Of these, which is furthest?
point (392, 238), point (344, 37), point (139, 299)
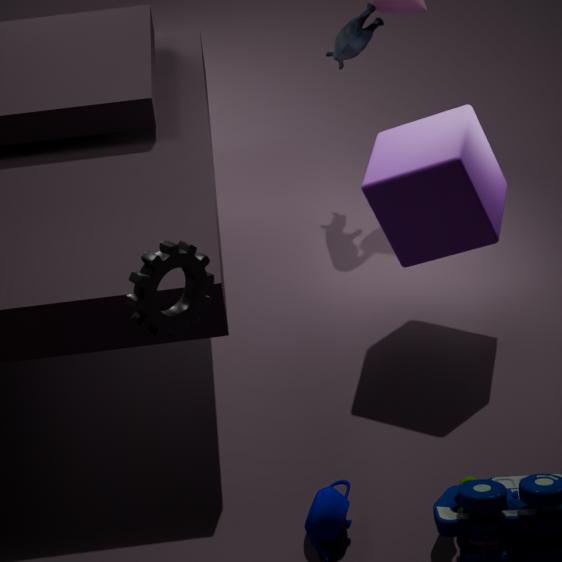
point (344, 37)
